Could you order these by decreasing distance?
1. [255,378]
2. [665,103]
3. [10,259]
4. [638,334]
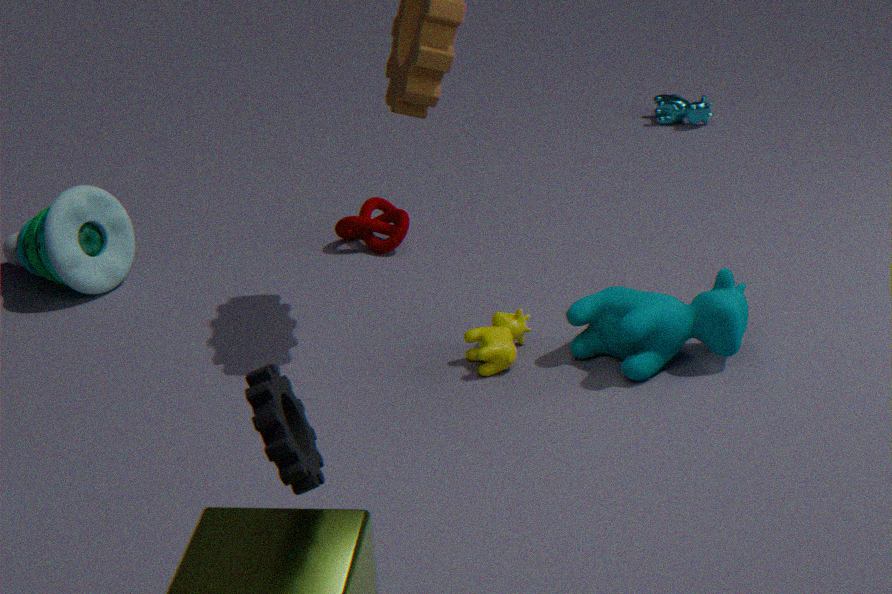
1. [665,103]
2. [10,259]
3. [638,334]
4. [255,378]
